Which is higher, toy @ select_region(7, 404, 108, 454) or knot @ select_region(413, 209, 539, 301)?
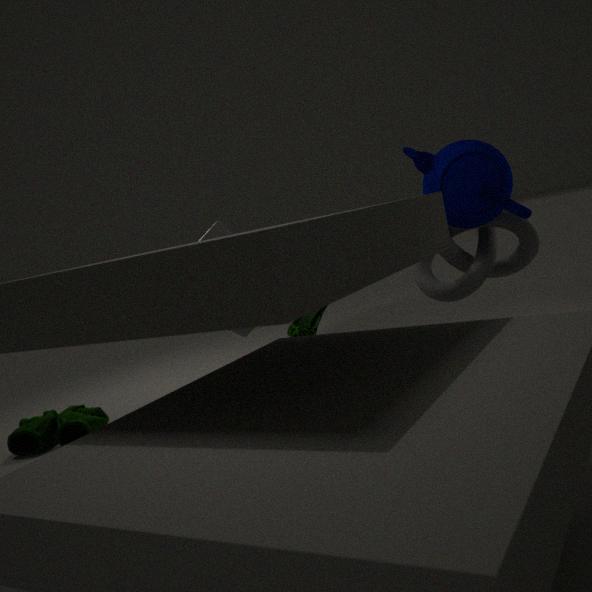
knot @ select_region(413, 209, 539, 301)
